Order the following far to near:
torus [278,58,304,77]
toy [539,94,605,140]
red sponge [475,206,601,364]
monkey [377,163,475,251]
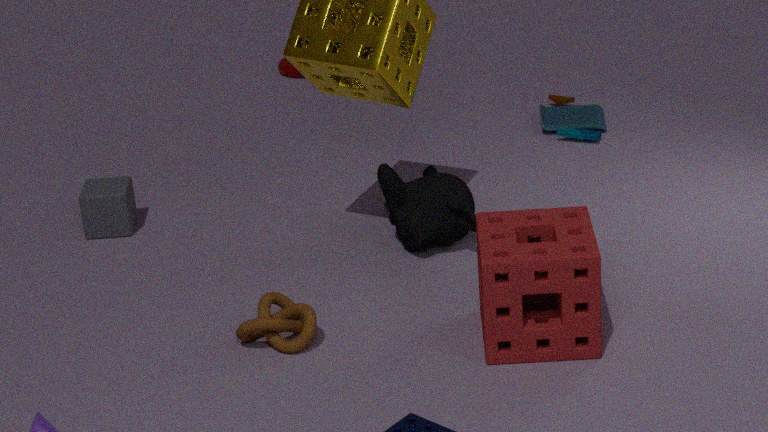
torus [278,58,304,77] < toy [539,94,605,140] < monkey [377,163,475,251] < red sponge [475,206,601,364]
